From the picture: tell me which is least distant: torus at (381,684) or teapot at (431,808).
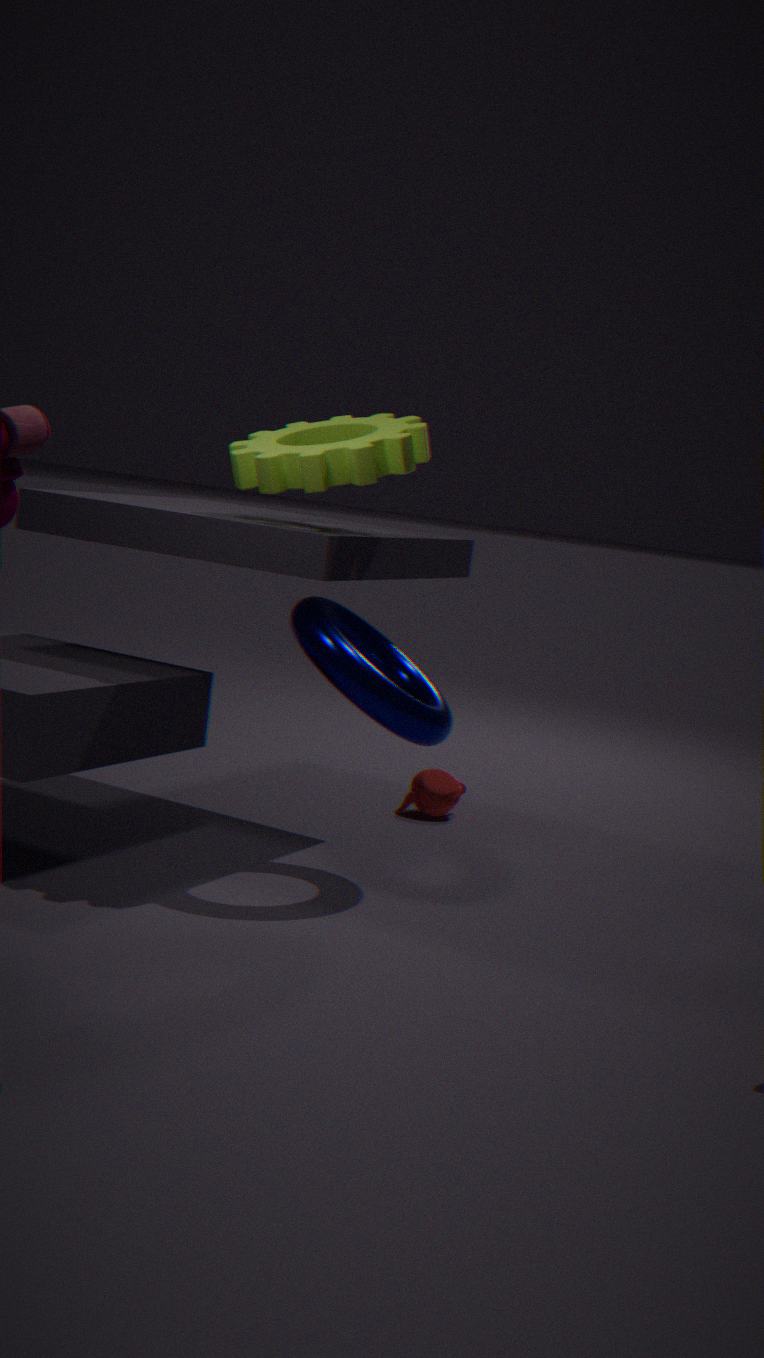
torus at (381,684)
